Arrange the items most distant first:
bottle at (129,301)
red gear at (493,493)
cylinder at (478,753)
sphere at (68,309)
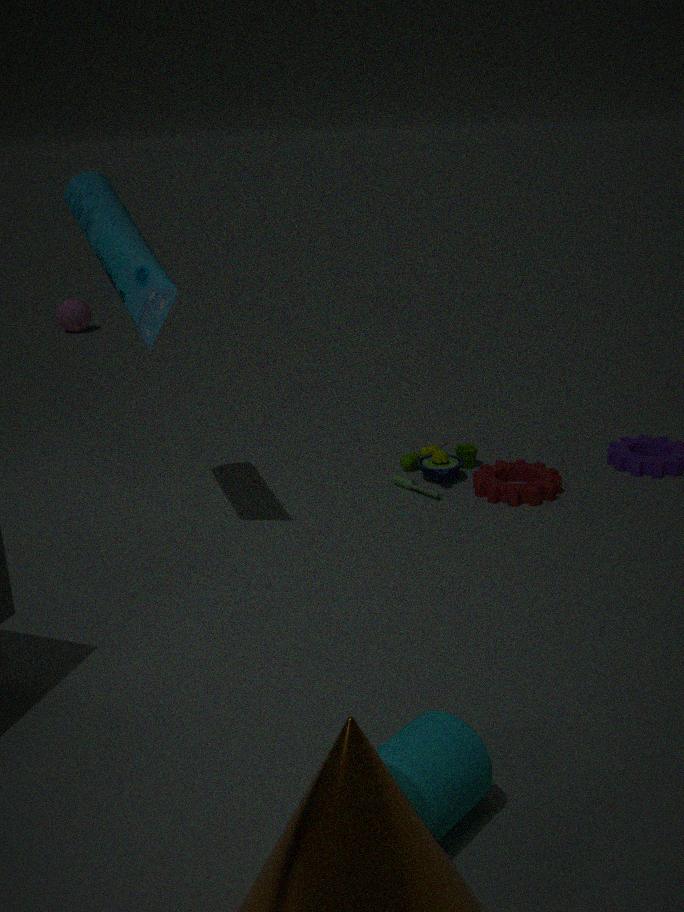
sphere at (68,309) < red gear at (493,493) < bottle at (129,301) < cylinder at (478,753)
